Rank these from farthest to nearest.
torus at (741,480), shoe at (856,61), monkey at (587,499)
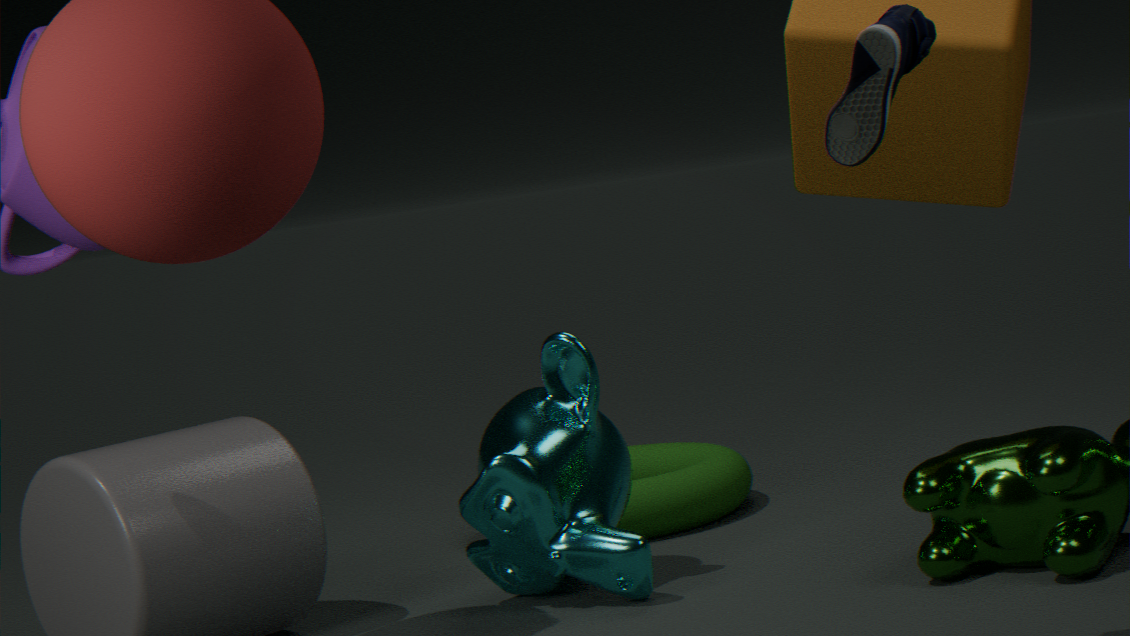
1. torus at (741,480)
2. monkey at (587,499)
3. shoe at (856,61)
